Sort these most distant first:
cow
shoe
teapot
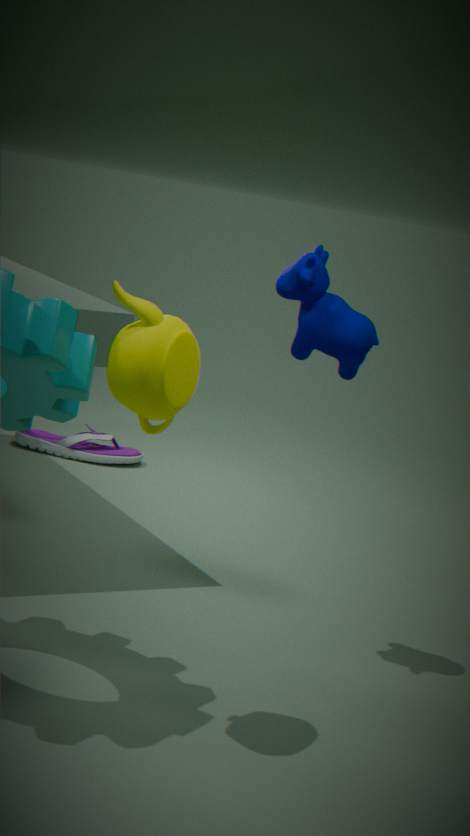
shoe
cow
teapot
